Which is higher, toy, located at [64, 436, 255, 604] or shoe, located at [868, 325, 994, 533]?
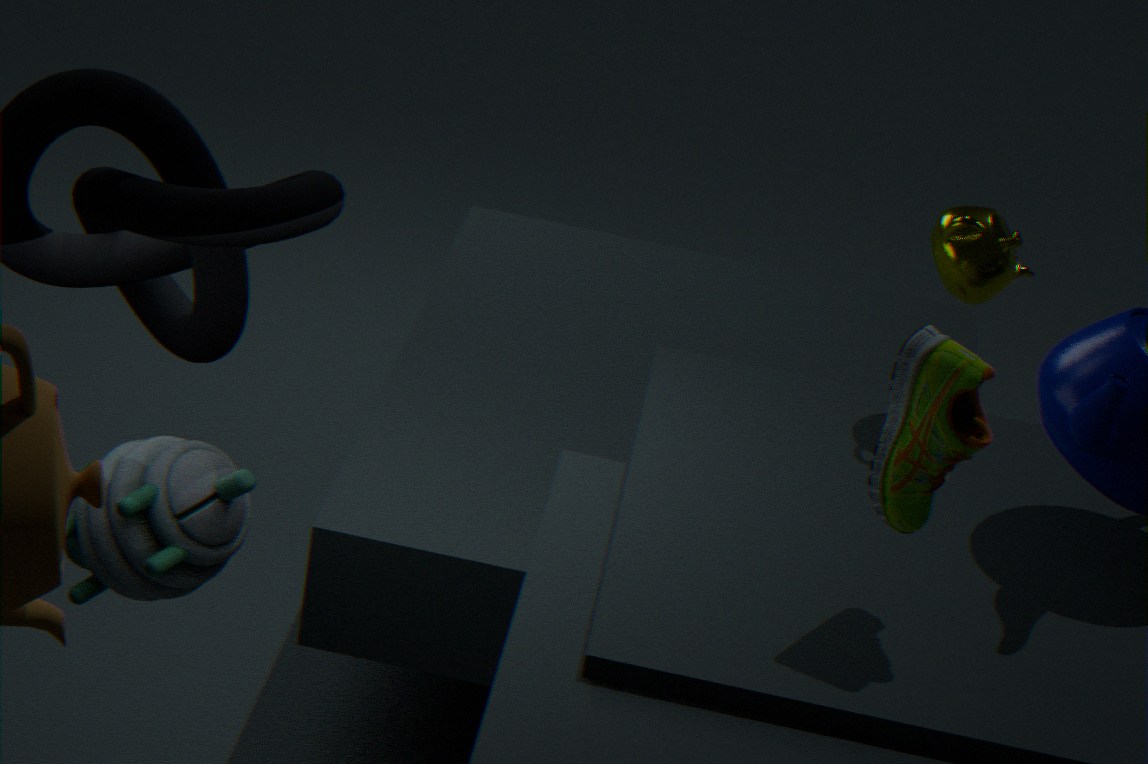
shoe, located at [868, 325, 994, 533]
